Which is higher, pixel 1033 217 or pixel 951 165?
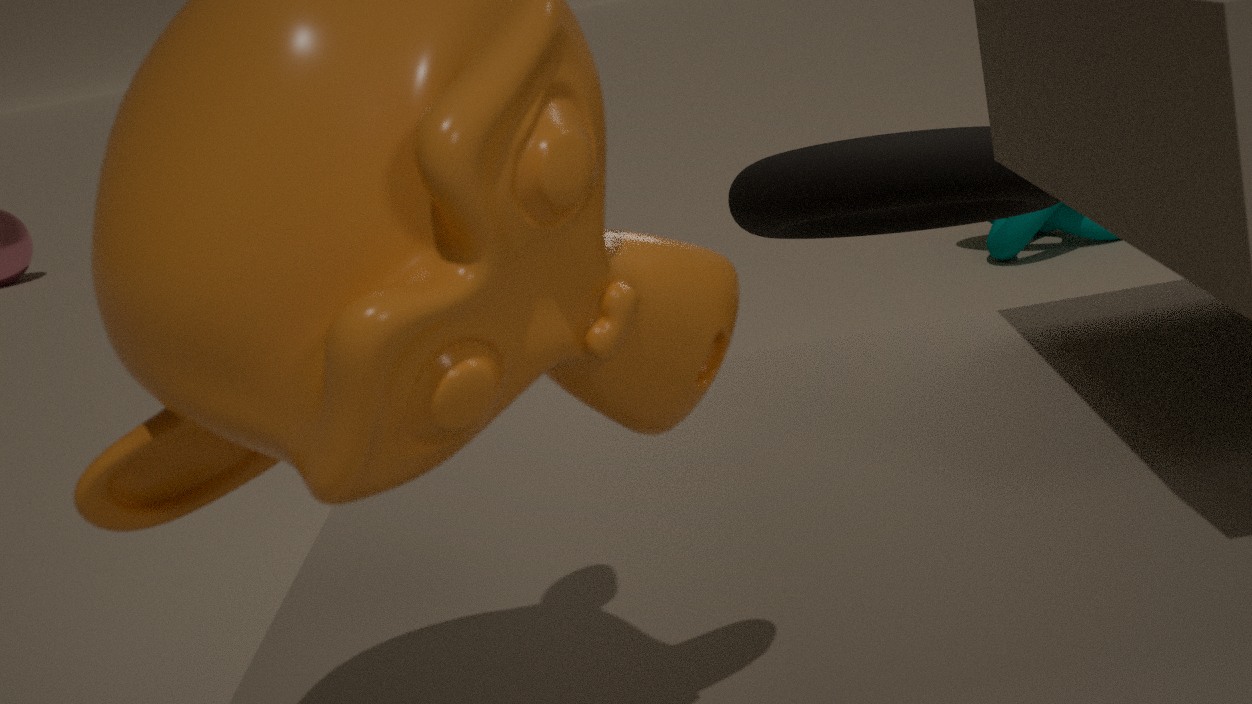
pixel 951 165
